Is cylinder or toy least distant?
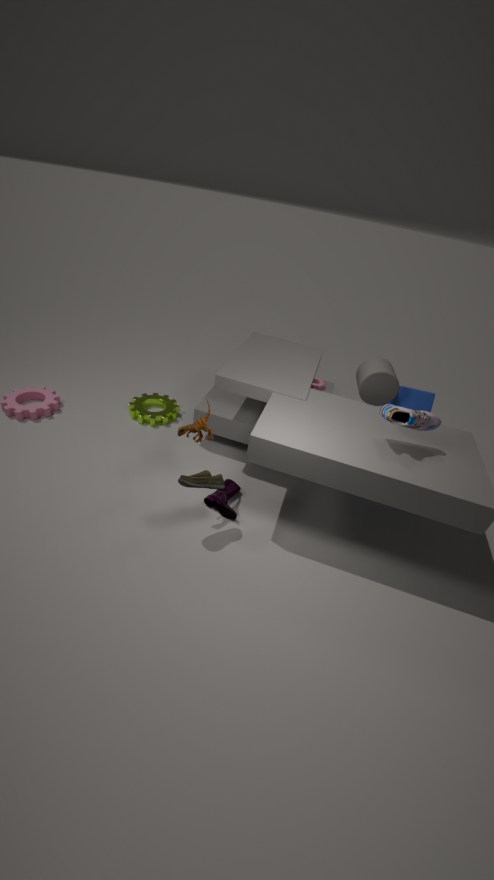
toy
